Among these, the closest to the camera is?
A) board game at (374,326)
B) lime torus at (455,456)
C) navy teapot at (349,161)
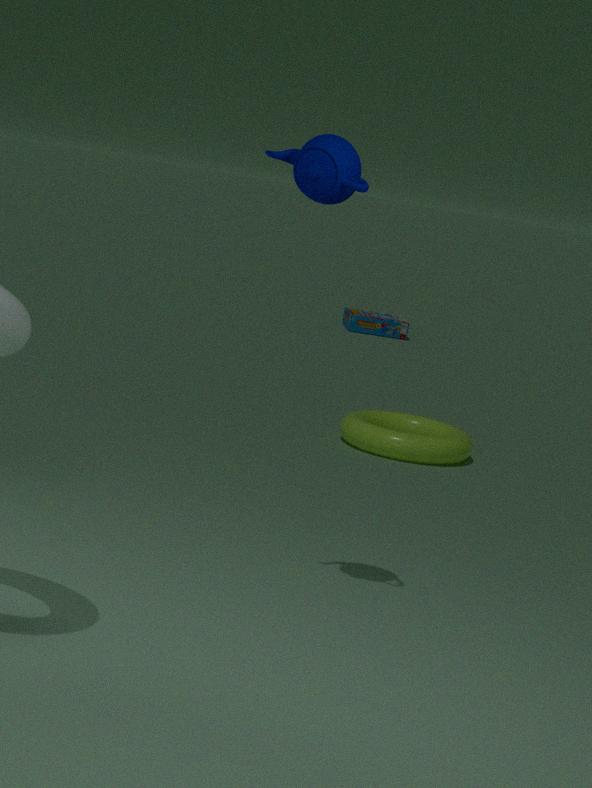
navy teapot at (349,161)
